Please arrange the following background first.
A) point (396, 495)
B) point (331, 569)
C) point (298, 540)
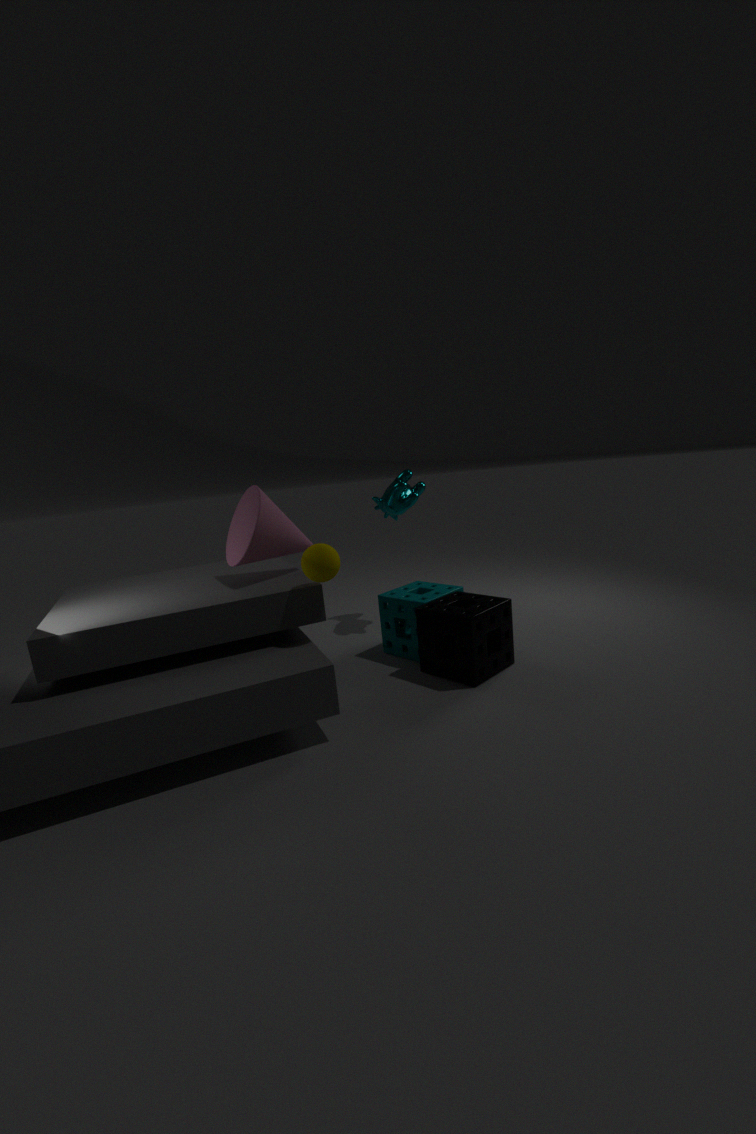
point (396, 495), point (298, 540), point (331, 569)
